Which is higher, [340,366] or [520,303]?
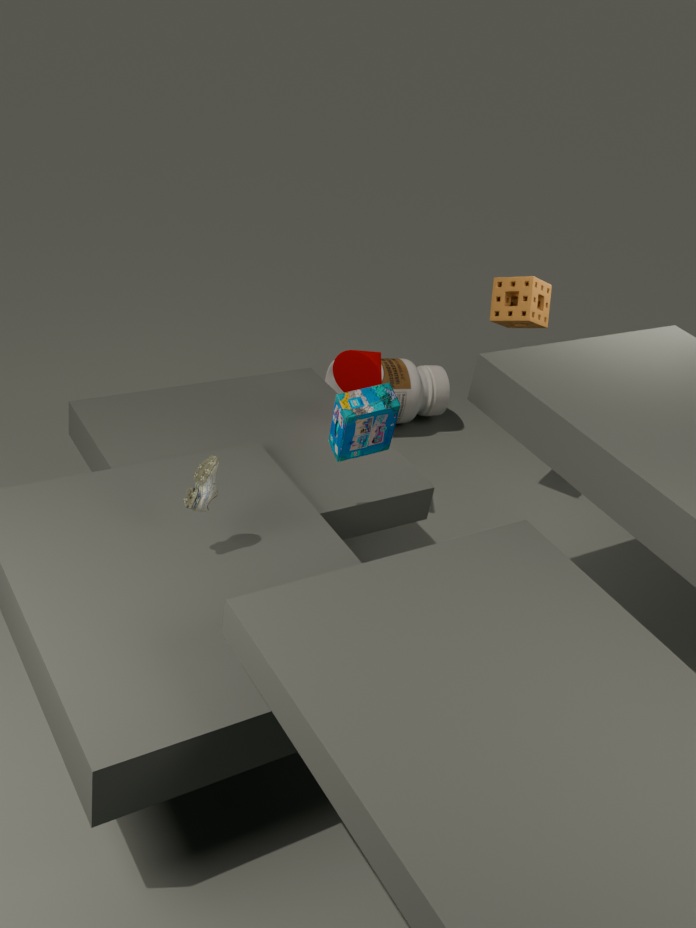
[520,303]
